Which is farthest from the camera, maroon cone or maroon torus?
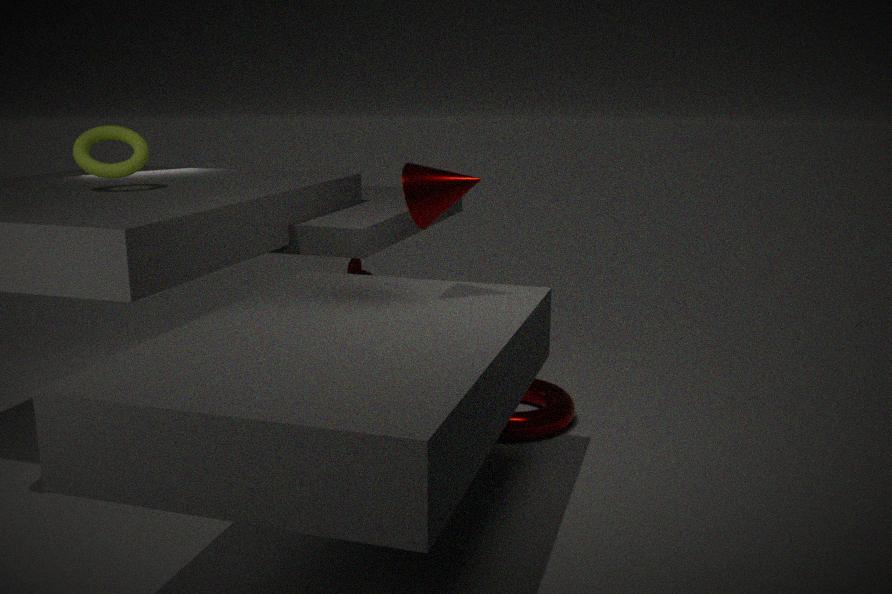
maroon torus
